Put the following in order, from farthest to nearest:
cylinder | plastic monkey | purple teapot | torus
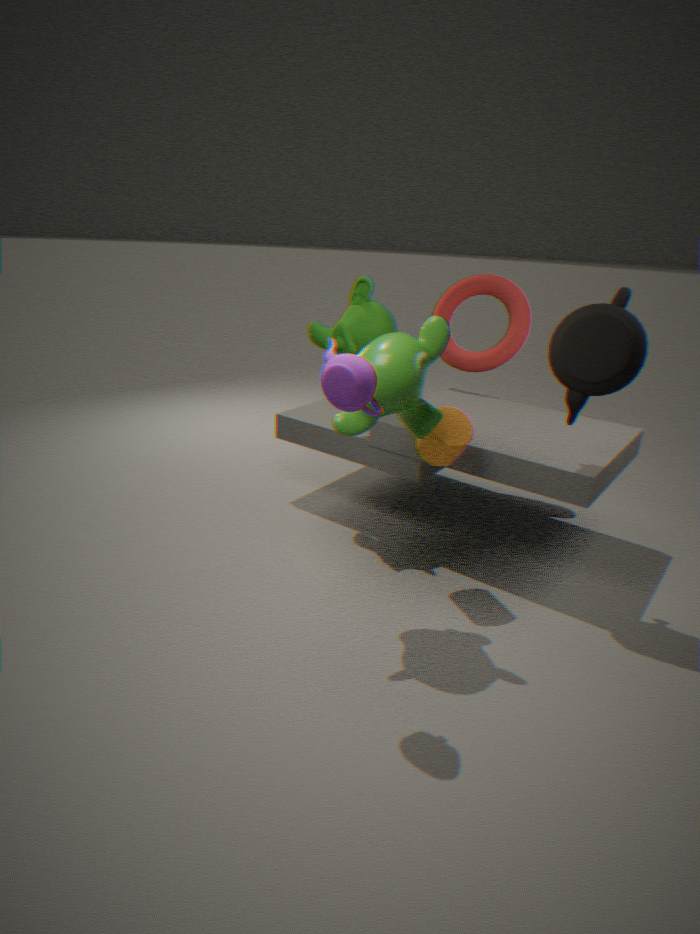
torus < cylinder < plastic monkey < purple teapot
